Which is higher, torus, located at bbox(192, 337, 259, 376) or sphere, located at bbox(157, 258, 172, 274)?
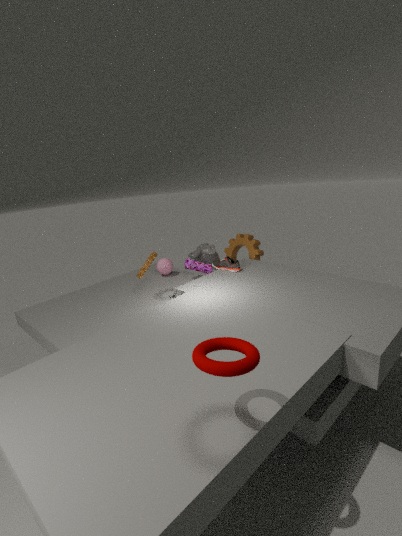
torus, located at bbox(192, 337, 259, 376)
